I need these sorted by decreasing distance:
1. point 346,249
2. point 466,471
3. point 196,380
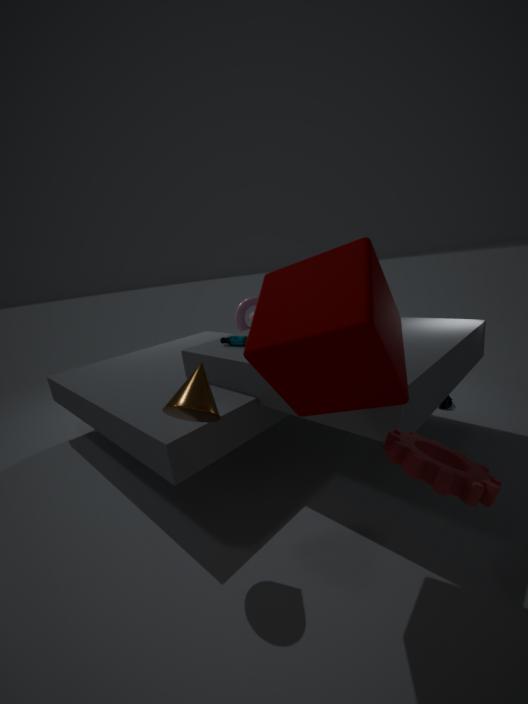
point 196,380, point 346,249, point 466,471
